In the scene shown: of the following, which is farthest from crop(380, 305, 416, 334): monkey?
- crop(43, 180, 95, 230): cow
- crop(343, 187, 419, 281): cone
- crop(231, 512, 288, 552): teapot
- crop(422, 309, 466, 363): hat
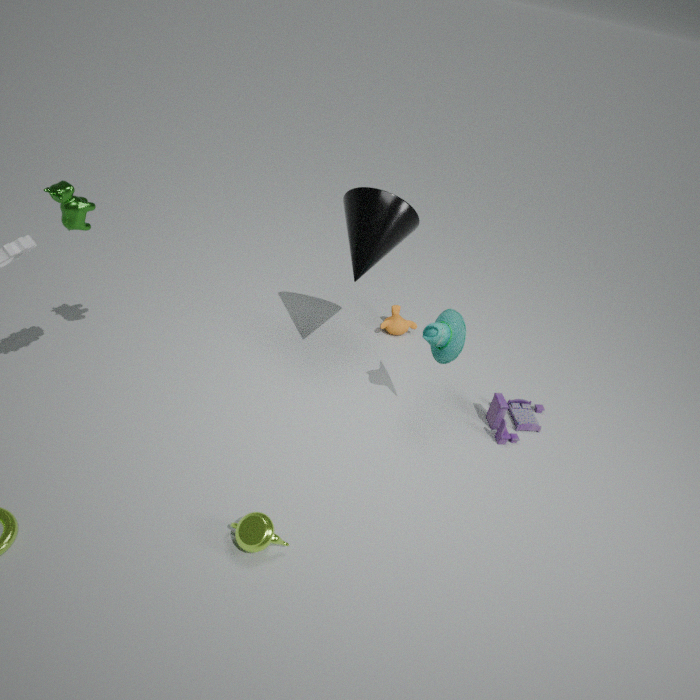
crop(43, 180, 95, 230): cow
